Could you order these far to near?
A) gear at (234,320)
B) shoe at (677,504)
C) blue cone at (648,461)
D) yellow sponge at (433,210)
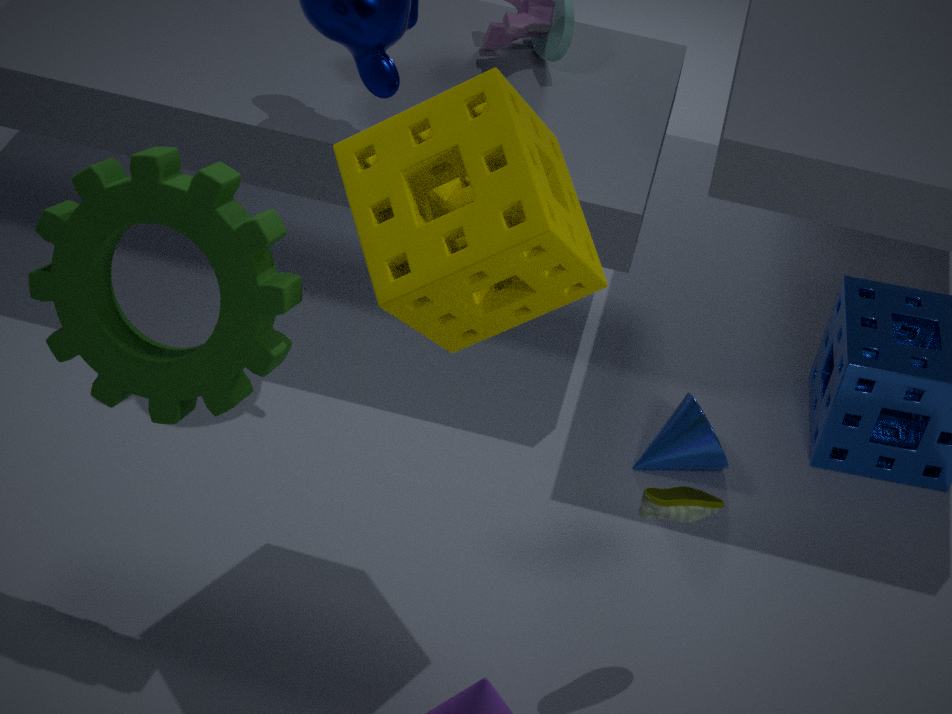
blue cone at (648,461)
shoe at (677,504)
gear at (234,320)
yellow sponge at (433,210)
